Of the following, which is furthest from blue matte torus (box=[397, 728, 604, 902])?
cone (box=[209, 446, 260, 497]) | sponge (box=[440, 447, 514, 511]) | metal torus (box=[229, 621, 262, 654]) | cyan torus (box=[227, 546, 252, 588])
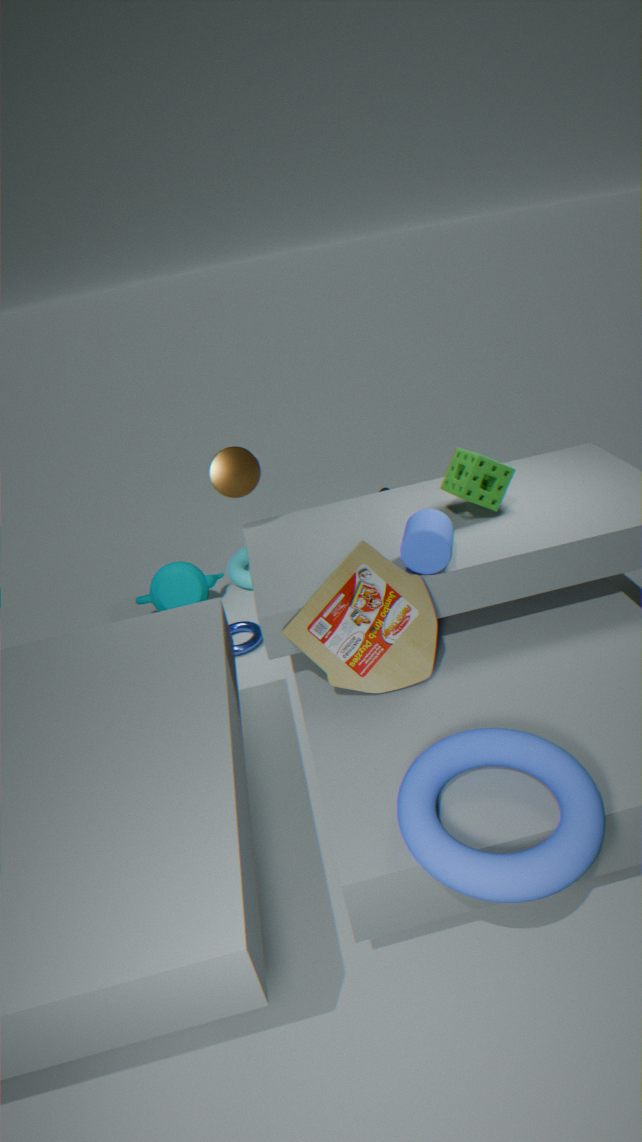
cyan torus (box=[227, 546, 252, 588])
